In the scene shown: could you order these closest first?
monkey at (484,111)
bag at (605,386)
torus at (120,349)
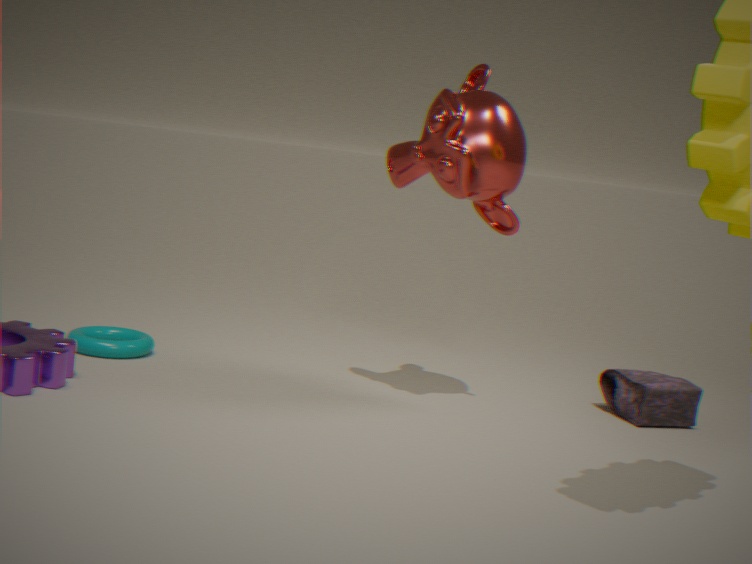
monkey at (484,111), bag at (605,386), torus at (120,349)
